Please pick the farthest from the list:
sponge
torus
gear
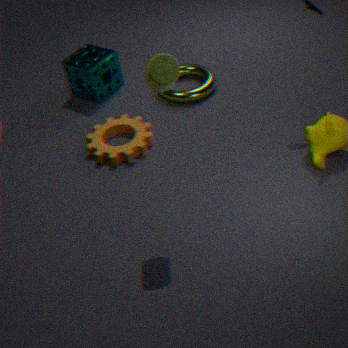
sponge
